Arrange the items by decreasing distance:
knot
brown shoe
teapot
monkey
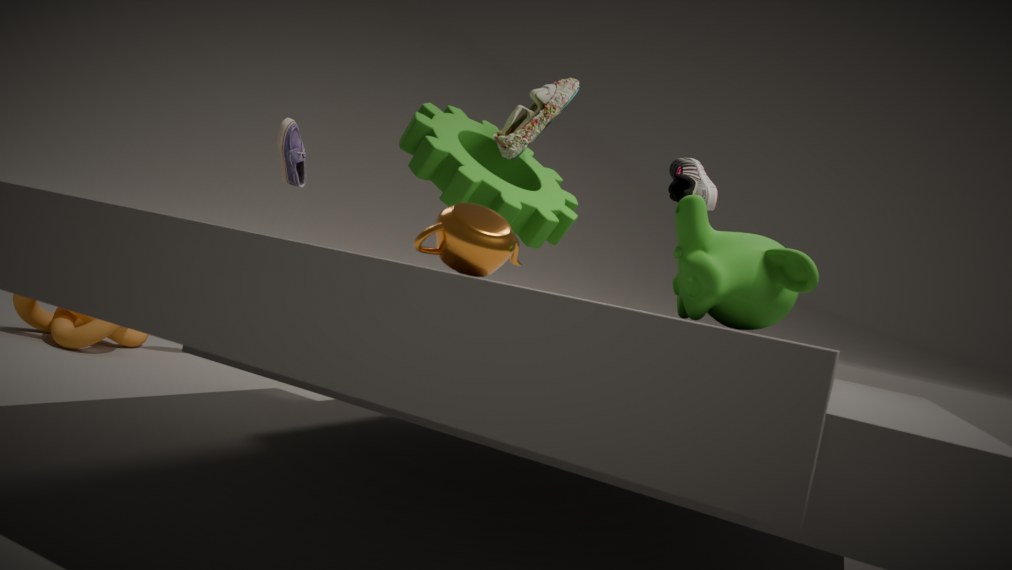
knot → brown shoe → monkey → teapot
